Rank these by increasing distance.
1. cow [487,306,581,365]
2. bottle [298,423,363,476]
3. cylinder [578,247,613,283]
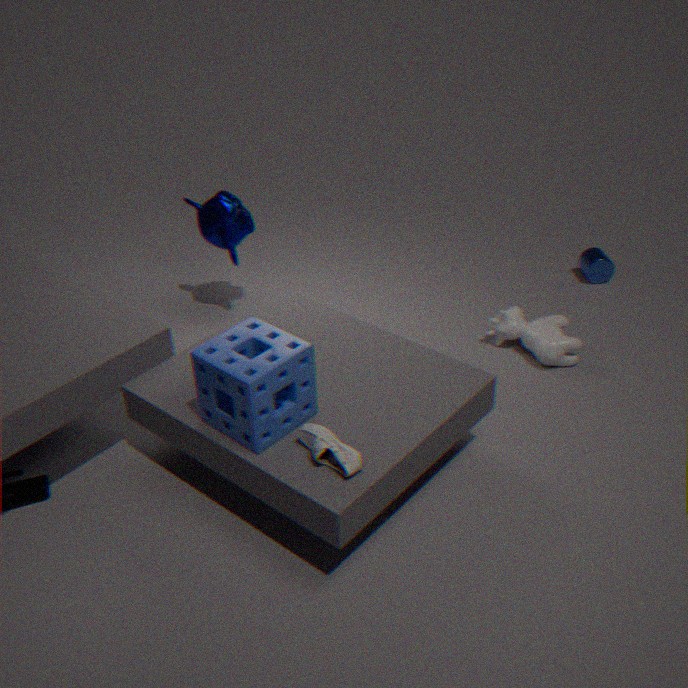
1. bottle [298,423,363,476]
2. cow [487,306,581,365]
3. cylinder [578,247,613,283]
